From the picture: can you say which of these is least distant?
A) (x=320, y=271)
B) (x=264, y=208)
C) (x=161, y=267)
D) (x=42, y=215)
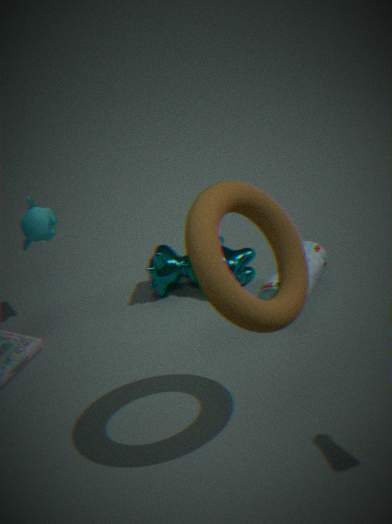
(x=264, y=208)
